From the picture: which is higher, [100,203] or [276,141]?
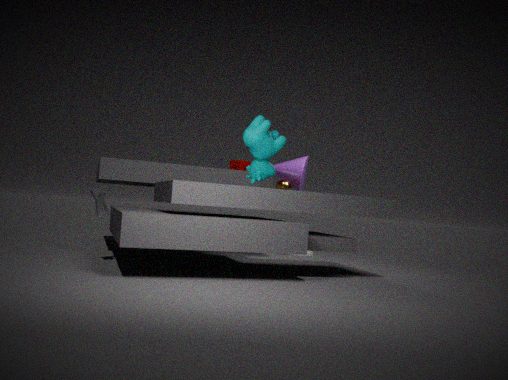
[276,141]
